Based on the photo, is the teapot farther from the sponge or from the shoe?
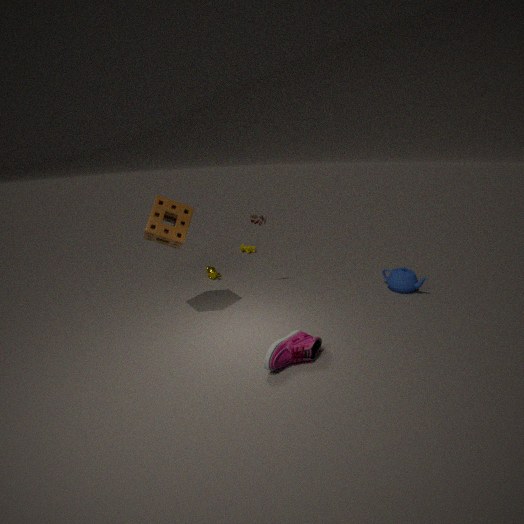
the sponge
